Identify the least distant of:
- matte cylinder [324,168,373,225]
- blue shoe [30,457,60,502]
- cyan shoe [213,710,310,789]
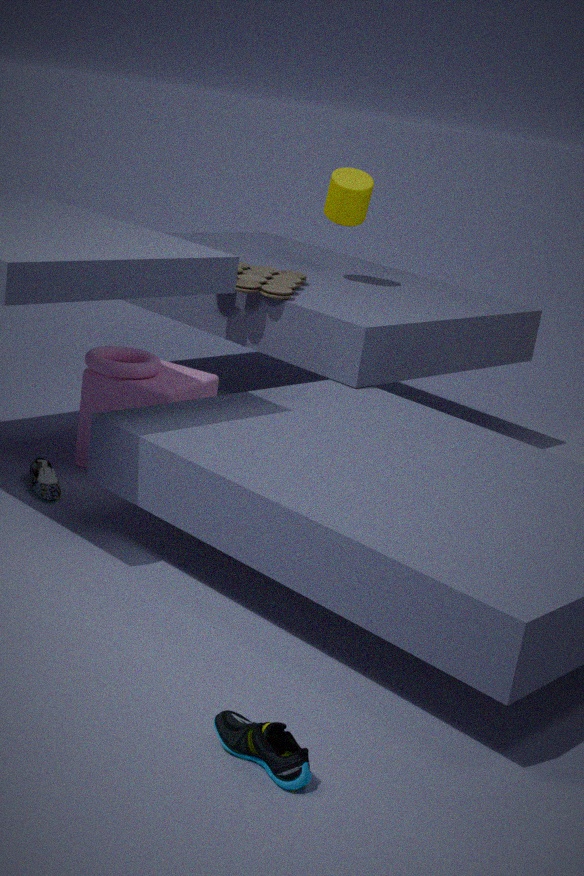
cyan shoe [213,710,310,789]
